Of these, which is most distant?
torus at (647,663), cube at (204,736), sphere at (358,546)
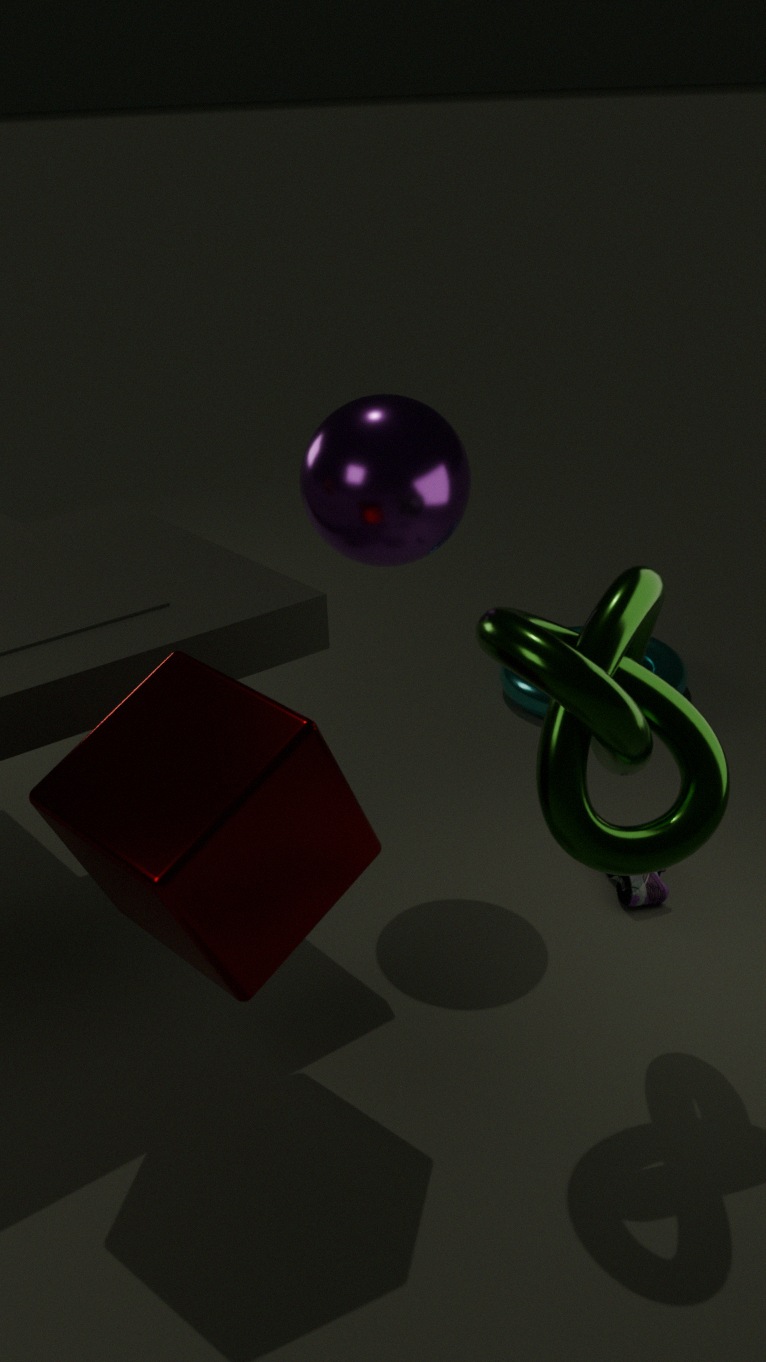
torus at (647,663)
